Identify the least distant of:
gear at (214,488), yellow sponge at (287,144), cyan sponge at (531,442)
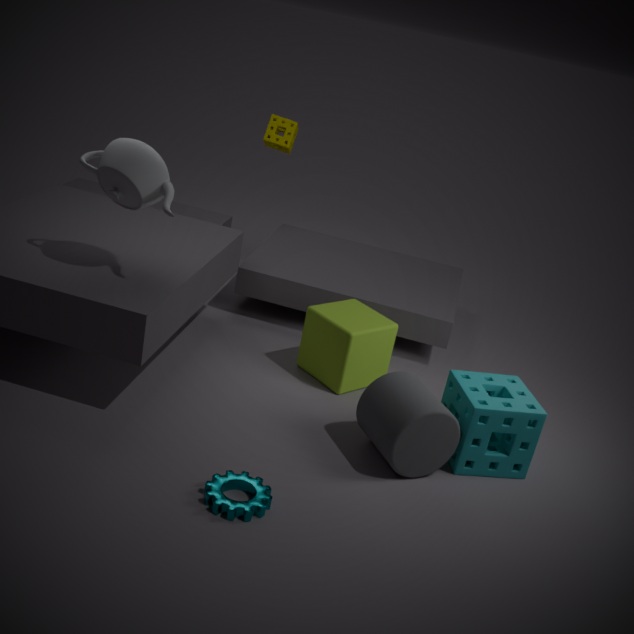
gear at (214,488)
